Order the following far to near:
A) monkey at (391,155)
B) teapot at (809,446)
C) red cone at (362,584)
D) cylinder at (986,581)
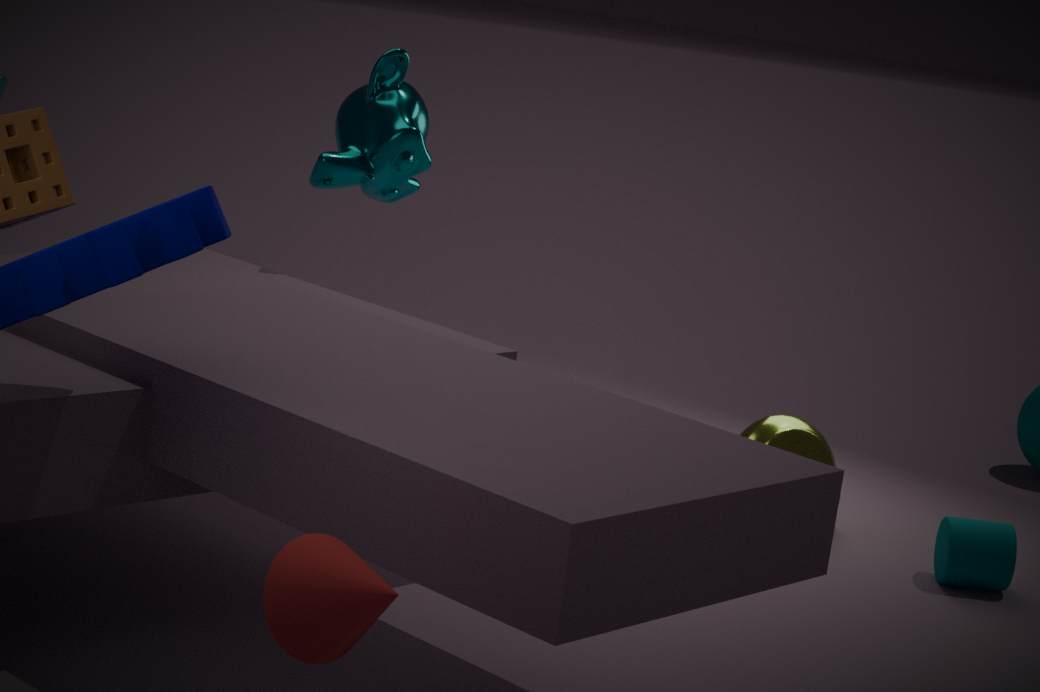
B. teapot at (809,446) < A. monkey at (391,155) < D. cylinder at (986,581) < C. red cone at (362,584)
